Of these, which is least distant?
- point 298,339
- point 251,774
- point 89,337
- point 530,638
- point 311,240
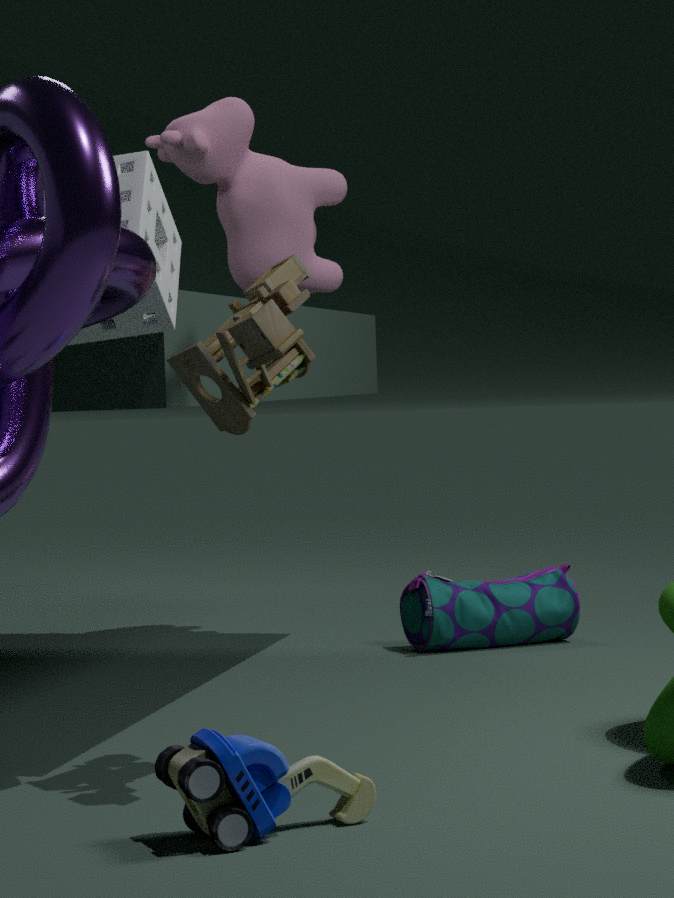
point 251,774
